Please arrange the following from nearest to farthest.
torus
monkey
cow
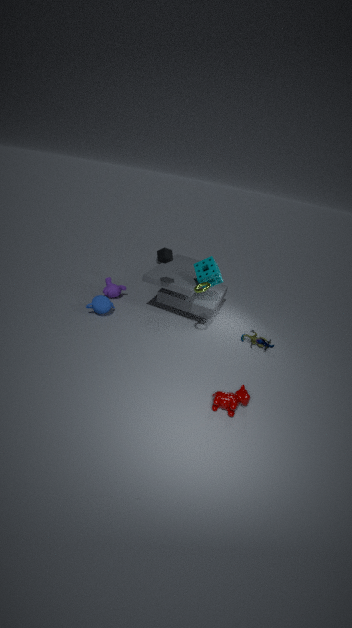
cow, torus, monkey
